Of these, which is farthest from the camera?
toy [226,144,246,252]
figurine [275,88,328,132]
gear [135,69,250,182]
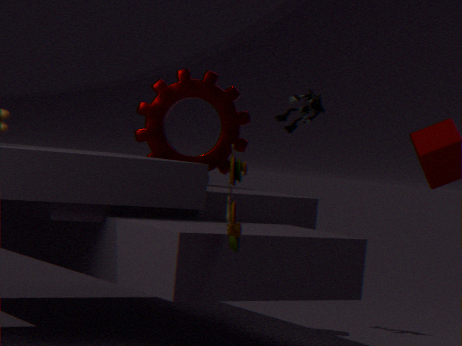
figurine [275,88,328,132]
